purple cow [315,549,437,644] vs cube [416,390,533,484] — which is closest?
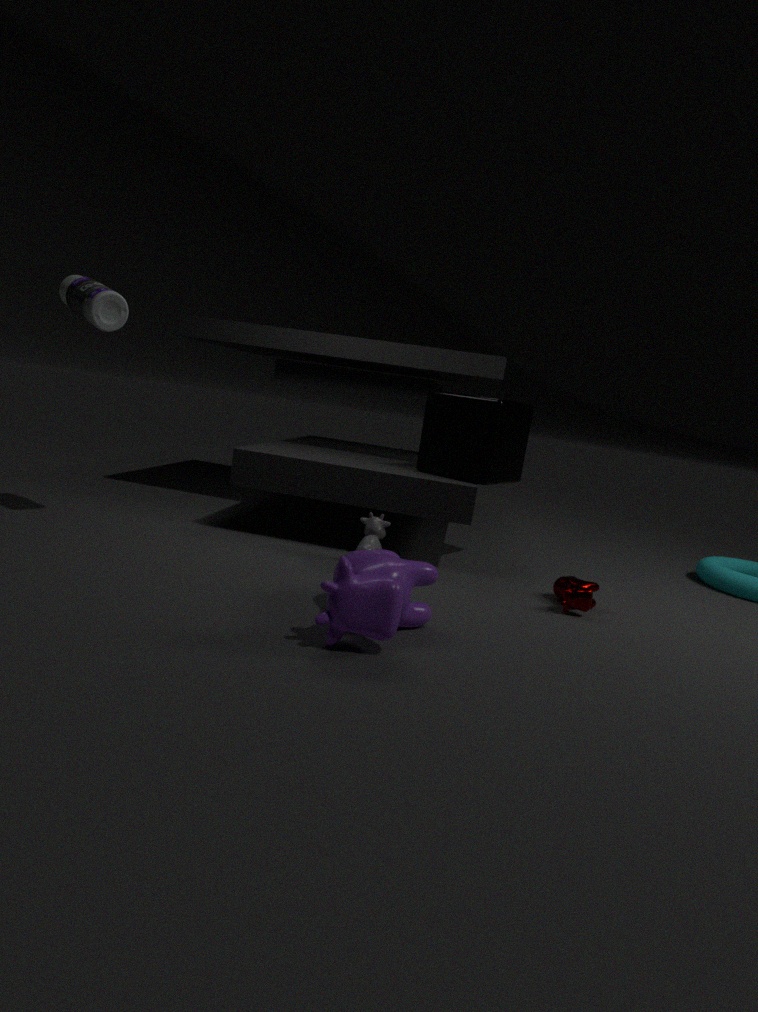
purple cow [315,549,437,644]
